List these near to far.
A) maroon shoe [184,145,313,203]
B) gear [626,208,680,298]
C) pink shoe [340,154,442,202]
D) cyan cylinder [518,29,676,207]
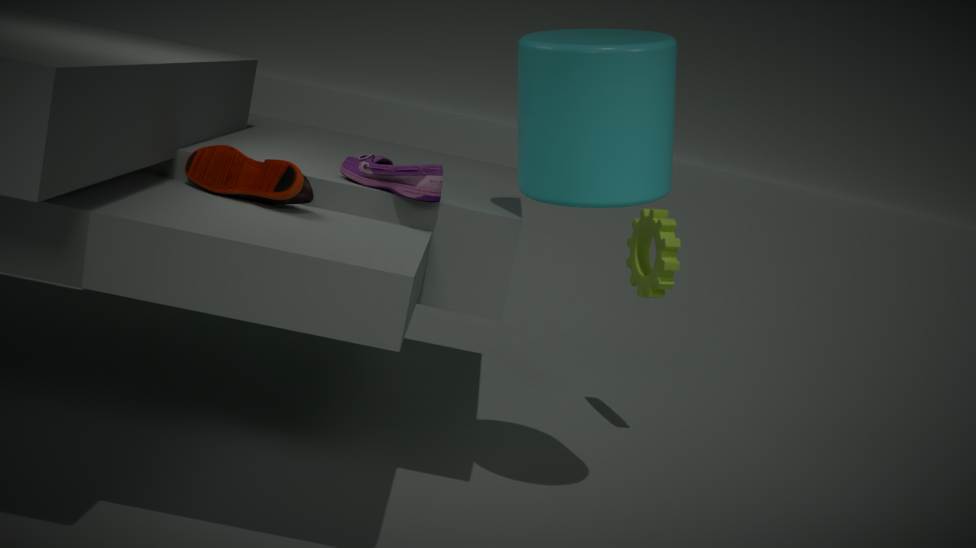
cyan cylinder [518,29,676,207]
maroon shoe [184,145,313,203]
pink shoe [340,154,442,202]
gear [626,208,680,298]
